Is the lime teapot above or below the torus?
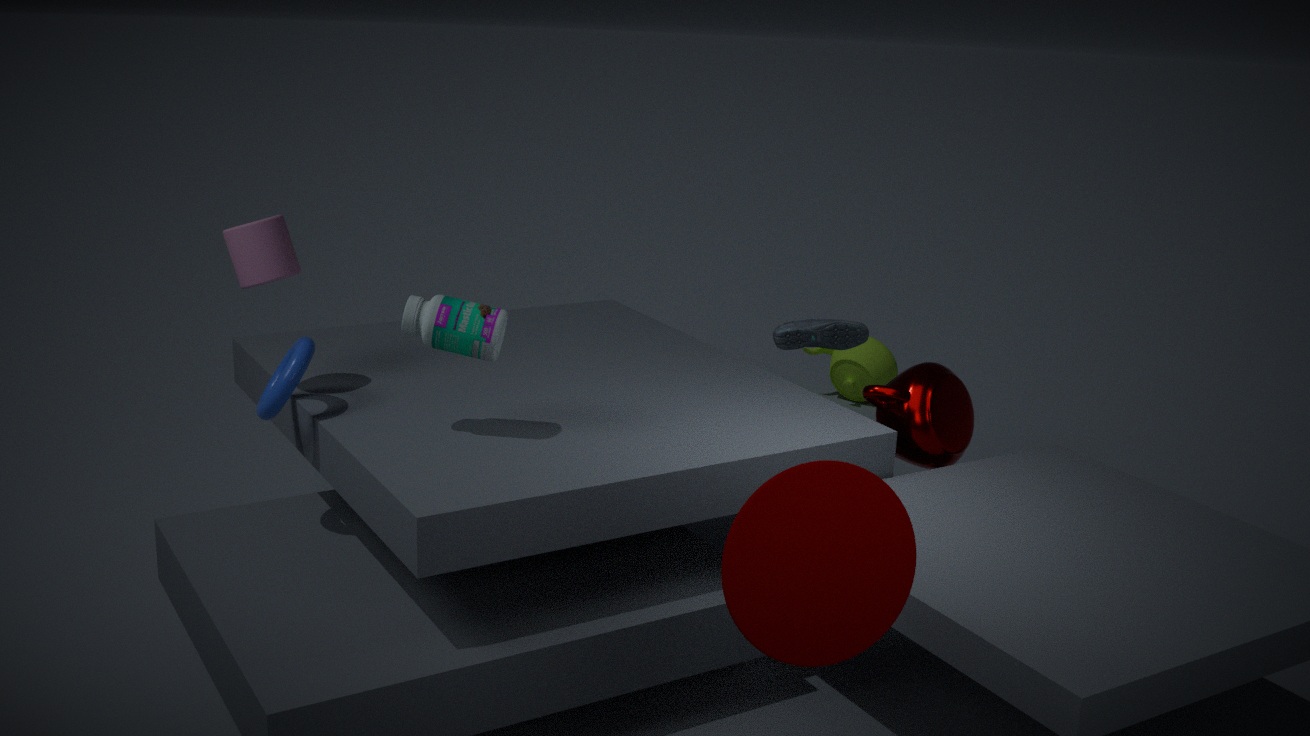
below
